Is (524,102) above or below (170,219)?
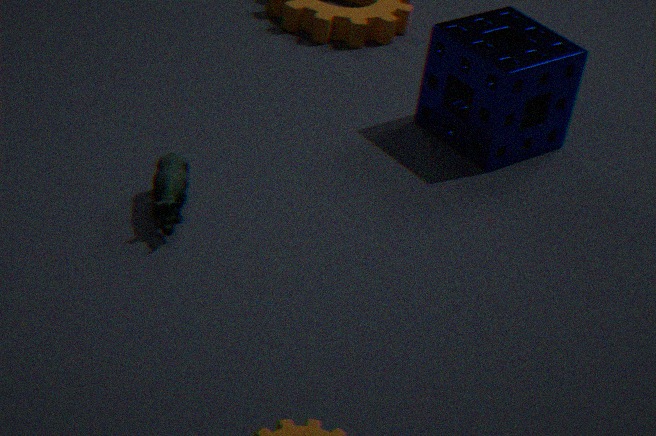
above
